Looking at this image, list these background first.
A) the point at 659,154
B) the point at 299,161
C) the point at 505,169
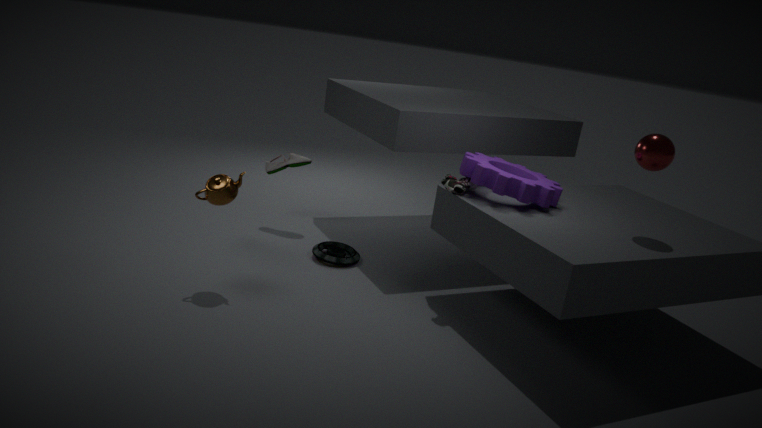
1. the point at 299,161
2. the point at 505,169
3. the point at 659,154
